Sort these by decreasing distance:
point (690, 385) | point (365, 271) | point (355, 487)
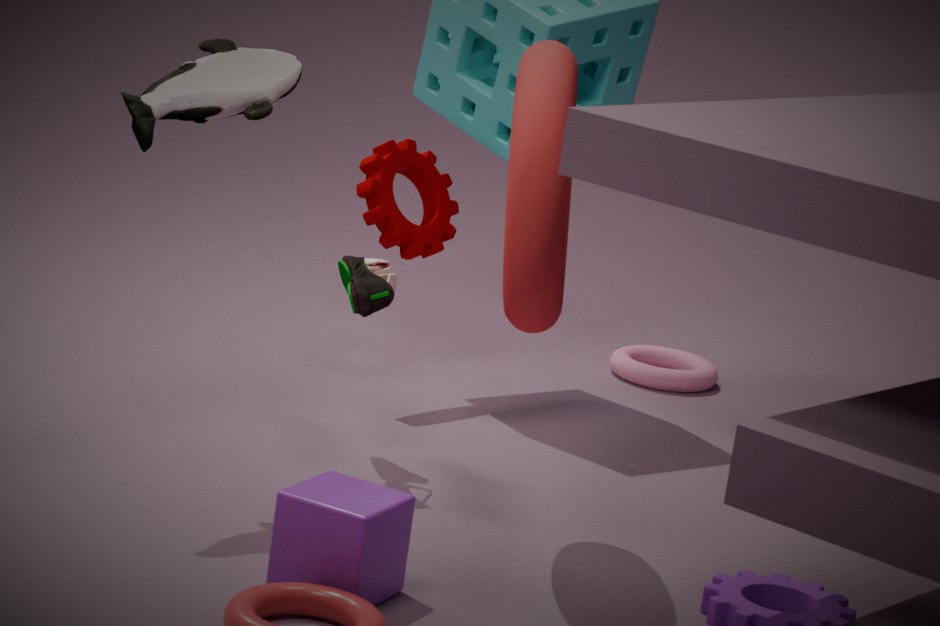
point (690, 385) → point (365, 271) → point (355, 487)
